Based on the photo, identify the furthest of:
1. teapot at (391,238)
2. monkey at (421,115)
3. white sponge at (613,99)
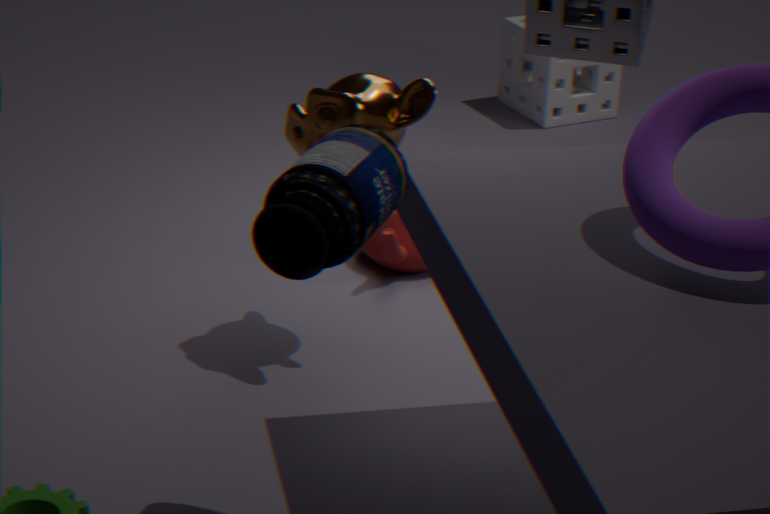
white sponge at (613,99)
